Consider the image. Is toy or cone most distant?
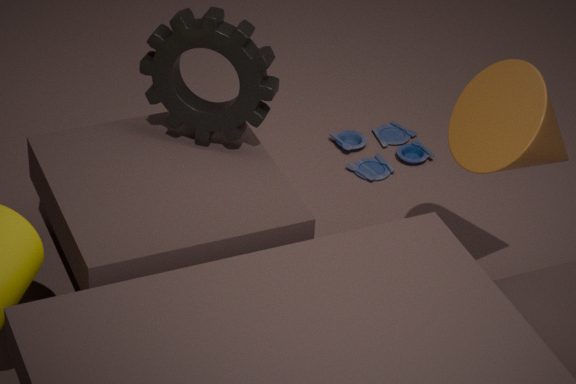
toy
